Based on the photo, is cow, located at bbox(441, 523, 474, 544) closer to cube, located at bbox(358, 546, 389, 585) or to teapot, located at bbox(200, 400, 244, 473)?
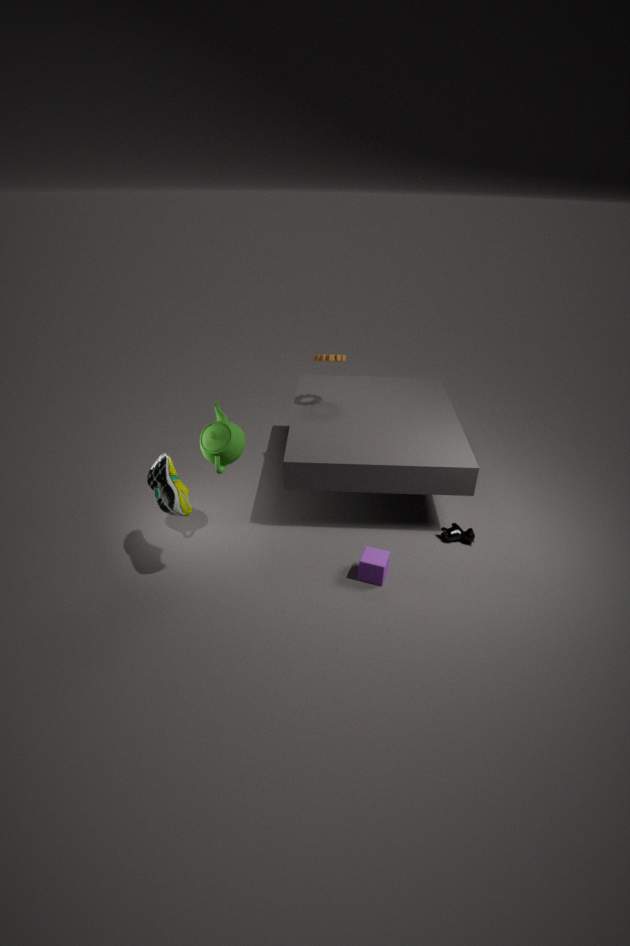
cube, located at bbox(358, 546, 389, 585)
